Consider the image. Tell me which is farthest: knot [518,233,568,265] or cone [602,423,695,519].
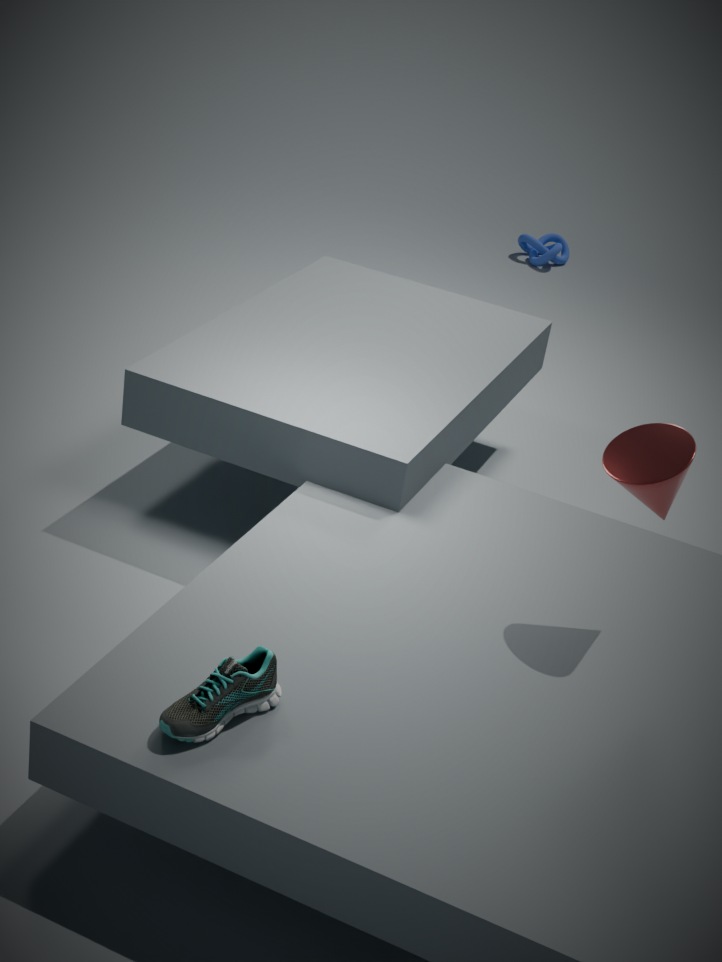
knot [518,233,568,265]
